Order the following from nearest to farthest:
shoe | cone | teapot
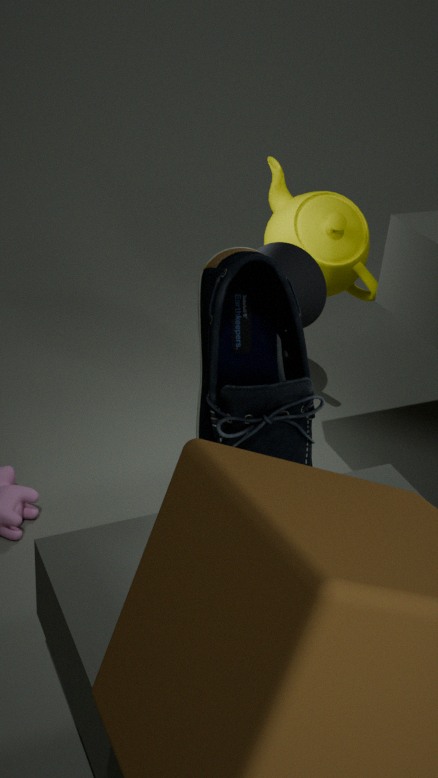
1. shoe
2. cone
3. teapot
